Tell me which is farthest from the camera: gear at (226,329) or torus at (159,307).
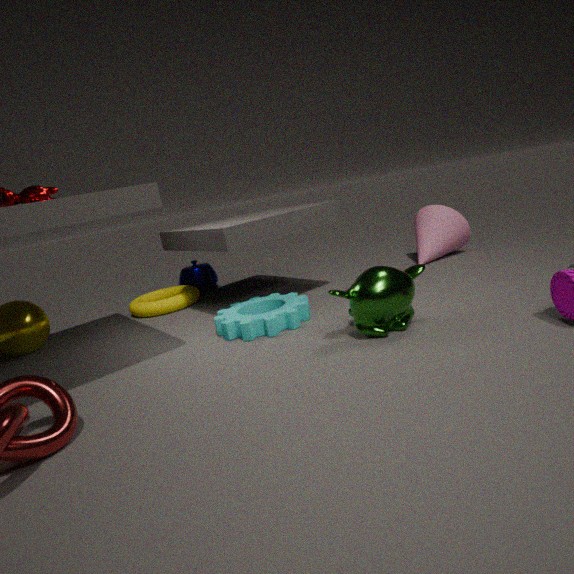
torus at (159,307)
